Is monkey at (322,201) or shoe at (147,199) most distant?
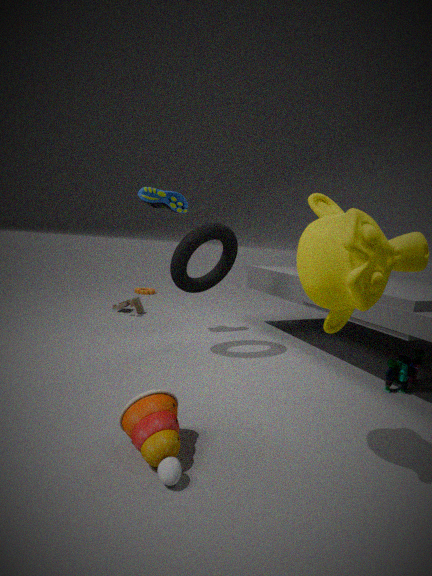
shoe at (147,199)
